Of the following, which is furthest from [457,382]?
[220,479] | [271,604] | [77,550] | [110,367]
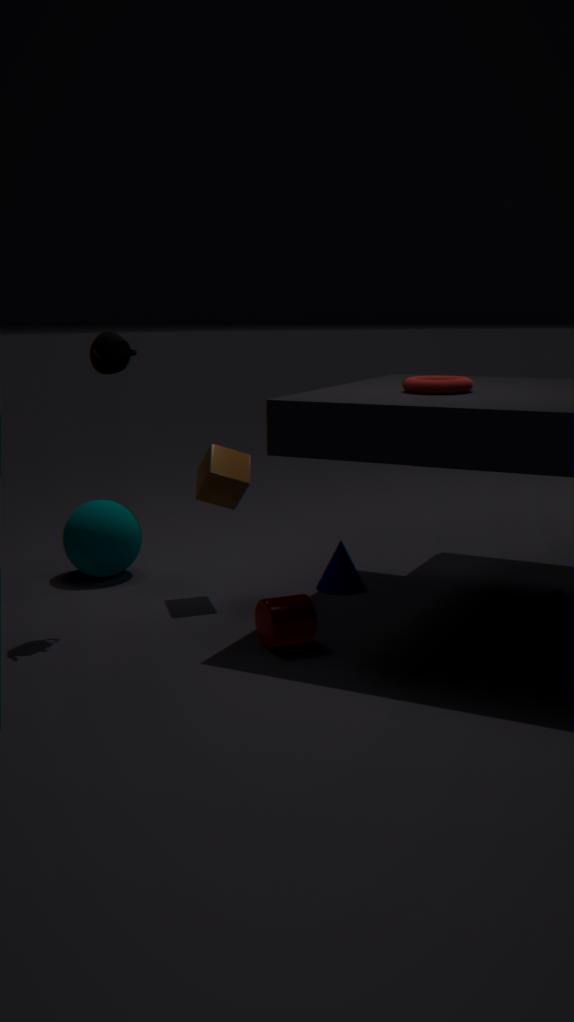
[77,550]
